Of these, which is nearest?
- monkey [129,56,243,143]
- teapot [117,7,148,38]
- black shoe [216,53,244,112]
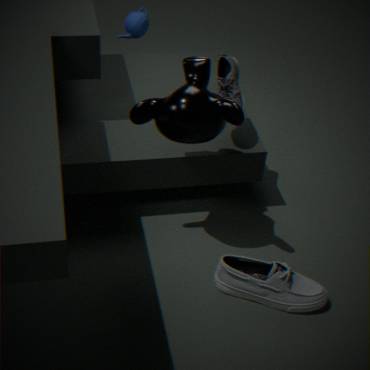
monkey [129,56,243,143]
